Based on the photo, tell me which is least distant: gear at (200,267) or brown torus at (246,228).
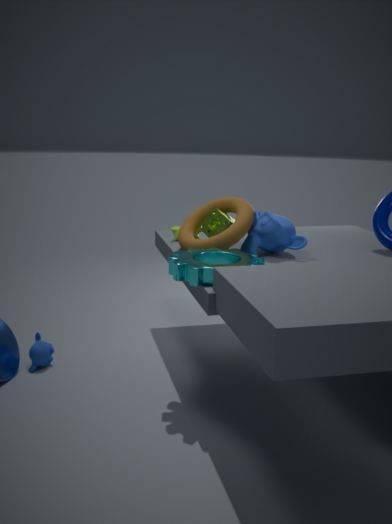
gear at (200,267)
